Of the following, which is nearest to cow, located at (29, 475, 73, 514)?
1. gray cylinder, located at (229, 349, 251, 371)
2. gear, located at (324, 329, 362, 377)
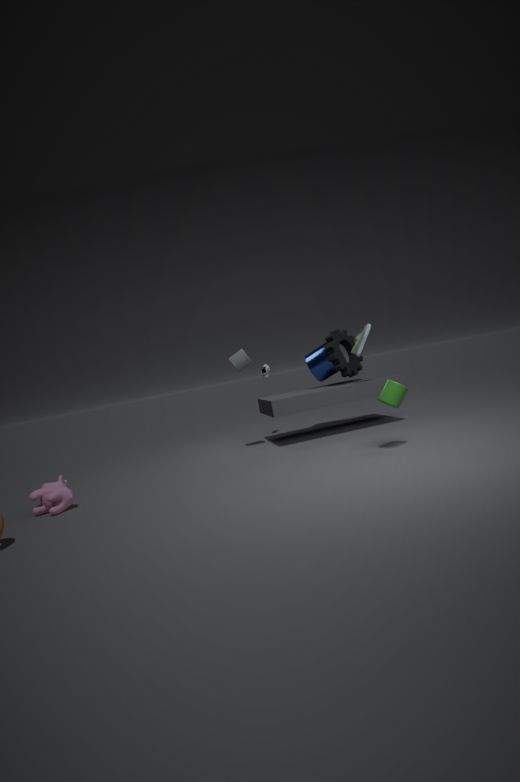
gray cylinder, located at (229, 349, 251, 371)
